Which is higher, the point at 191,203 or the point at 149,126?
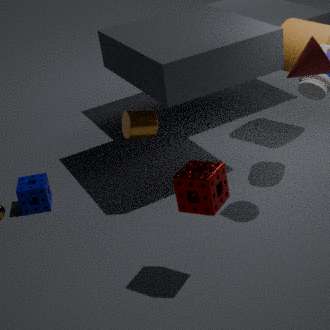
the point at 191,203
